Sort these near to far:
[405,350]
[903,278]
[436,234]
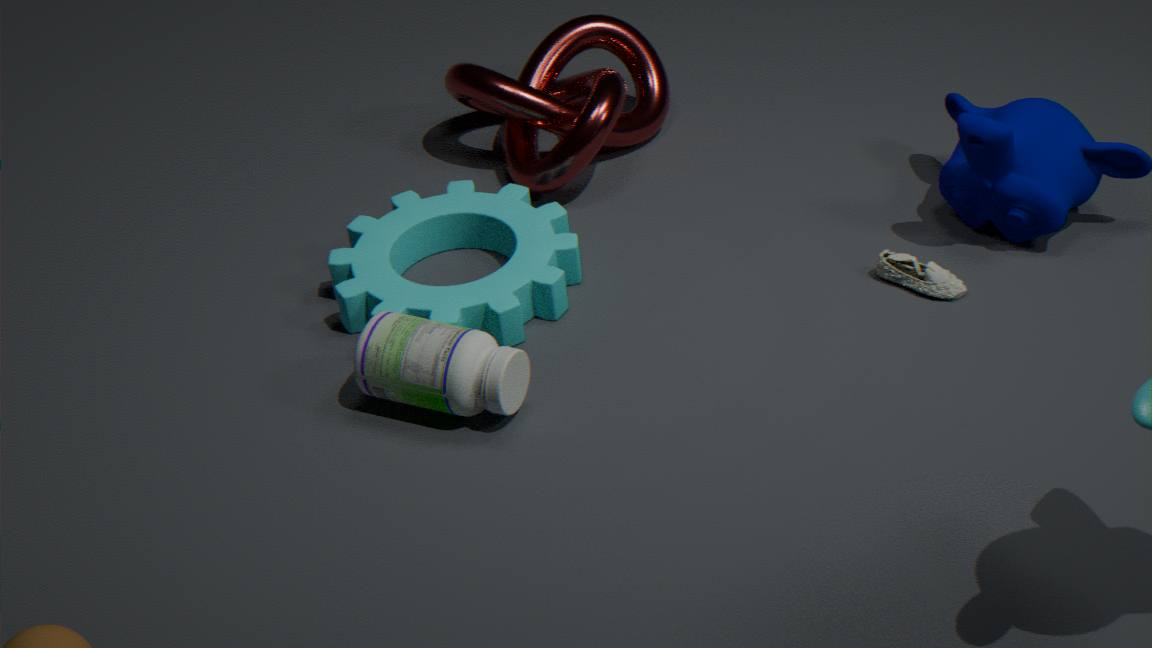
[405,350]
[903,278]
[436,234]
